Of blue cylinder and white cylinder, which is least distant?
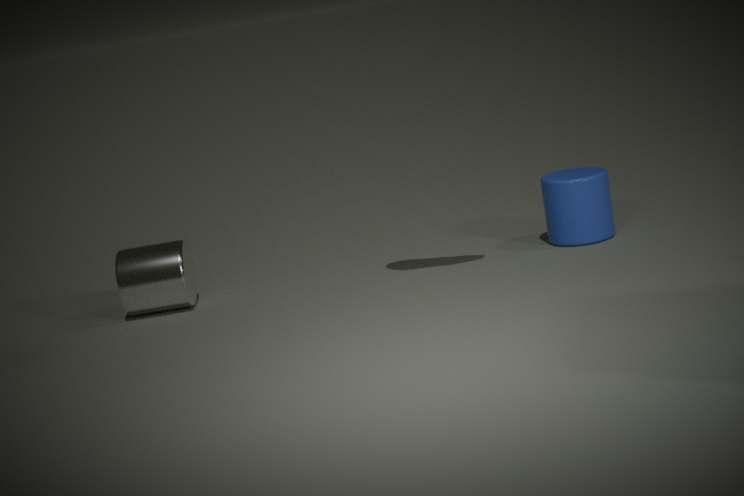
white cylinder
